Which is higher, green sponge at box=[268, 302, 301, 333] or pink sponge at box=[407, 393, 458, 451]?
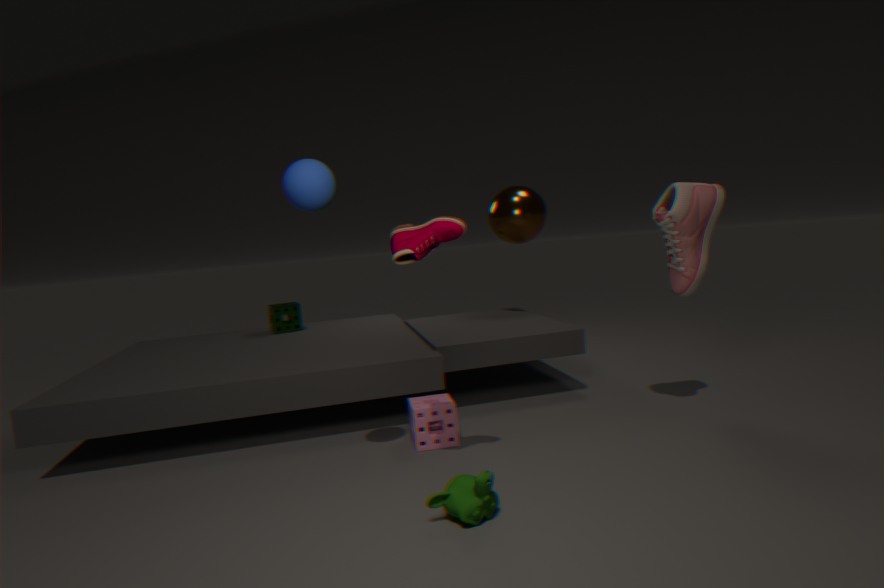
green sponge at box=[268, 302, 301, 333]
